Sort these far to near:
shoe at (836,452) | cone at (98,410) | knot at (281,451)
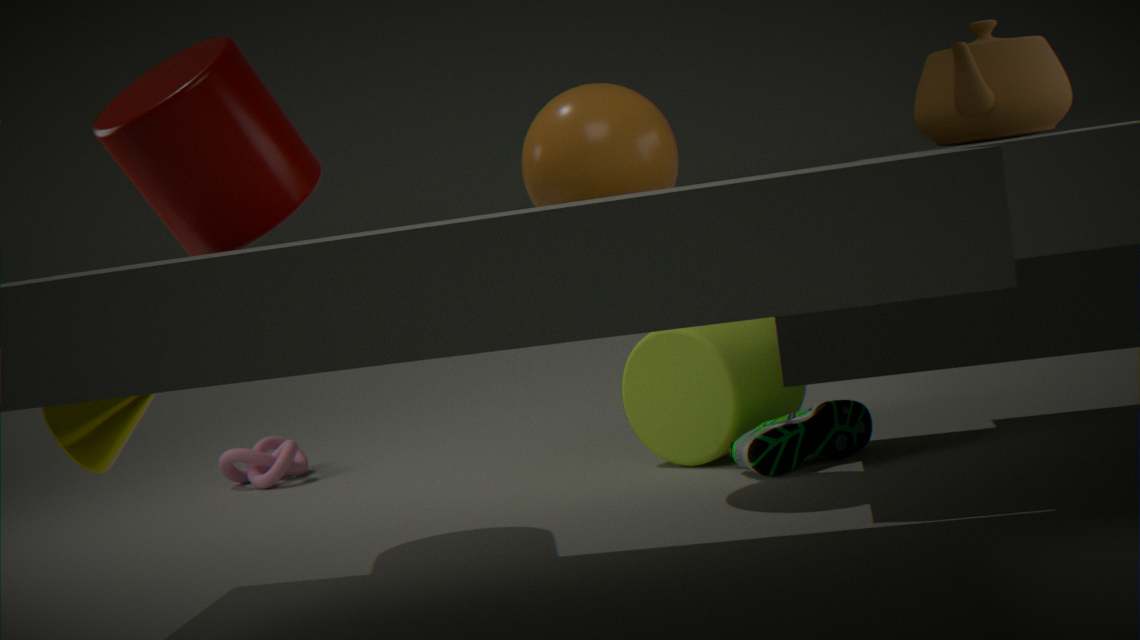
knot at (281,451)
shoe at (836,452)
cone at (98,410)
